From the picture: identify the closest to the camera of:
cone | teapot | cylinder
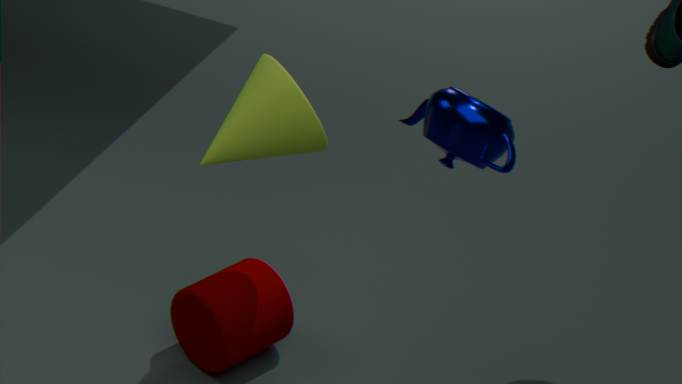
teapot
